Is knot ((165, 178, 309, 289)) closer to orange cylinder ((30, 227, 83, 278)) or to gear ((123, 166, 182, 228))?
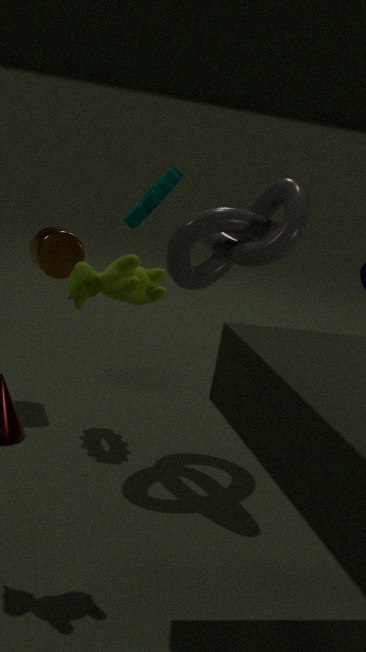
gear ((123, 166, 182, 228))
